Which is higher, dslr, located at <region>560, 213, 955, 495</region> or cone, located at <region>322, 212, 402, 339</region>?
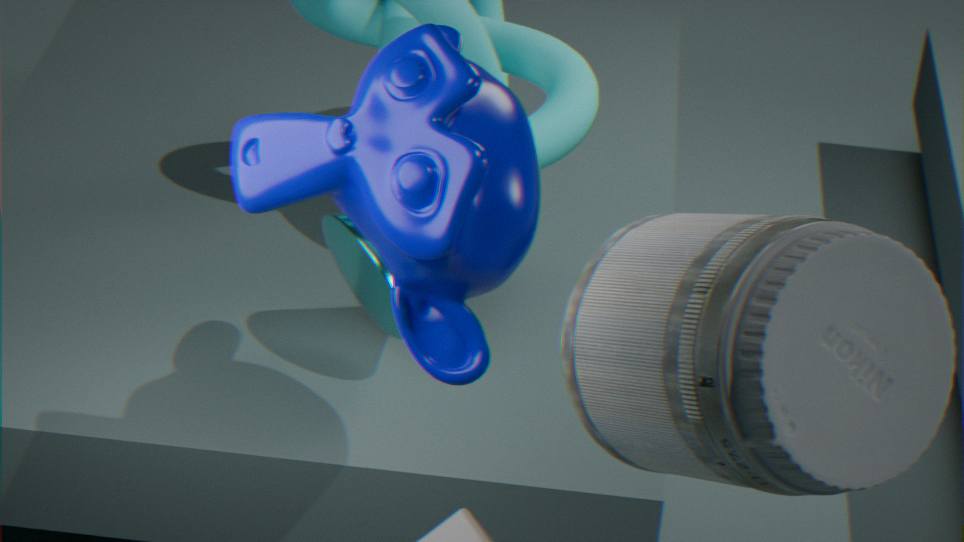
dslr, located at <region>560, 213, 955, 495</region>
